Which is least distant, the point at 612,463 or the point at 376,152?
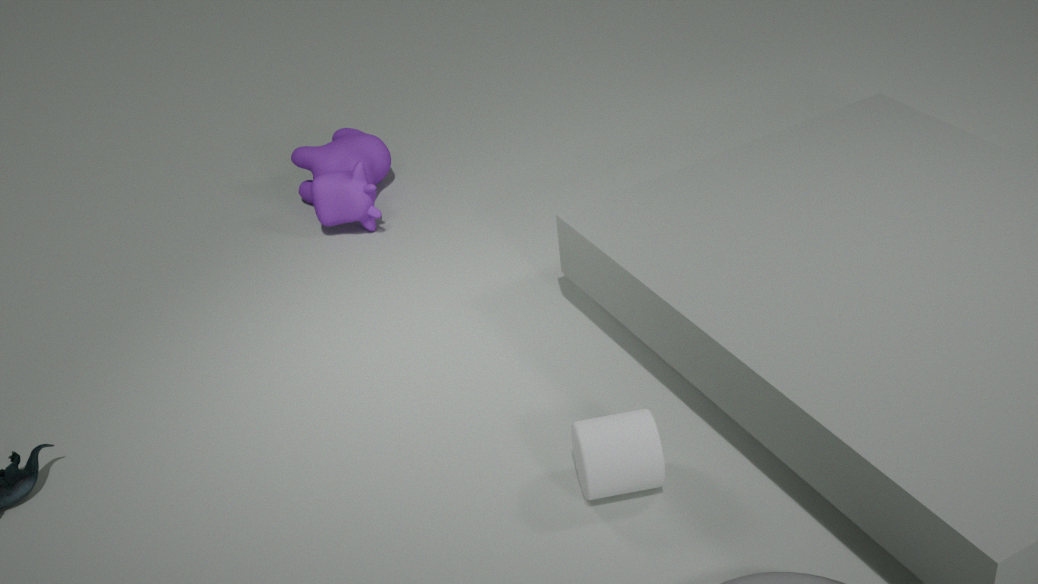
the point at 612,463
